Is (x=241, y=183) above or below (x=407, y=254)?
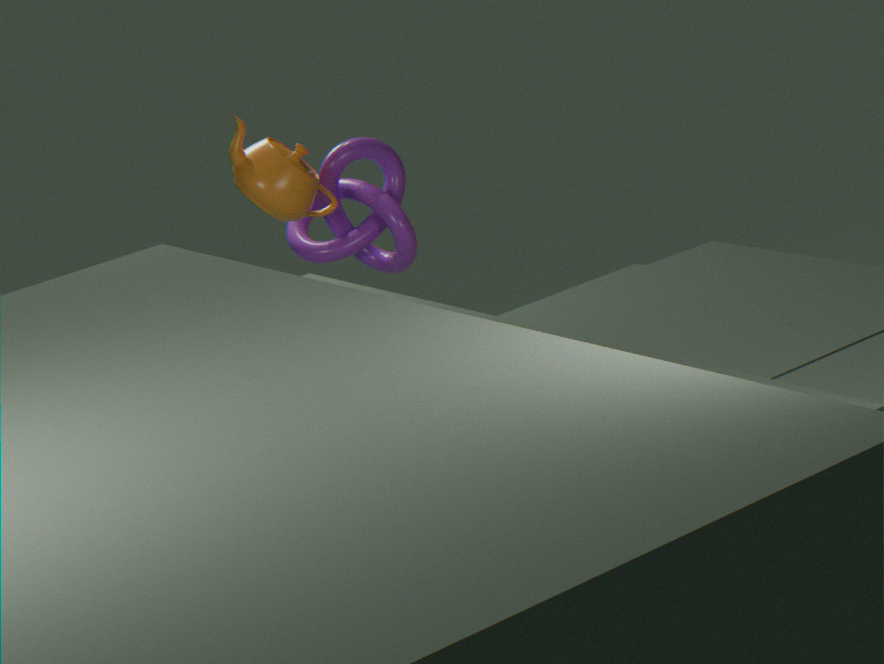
above
